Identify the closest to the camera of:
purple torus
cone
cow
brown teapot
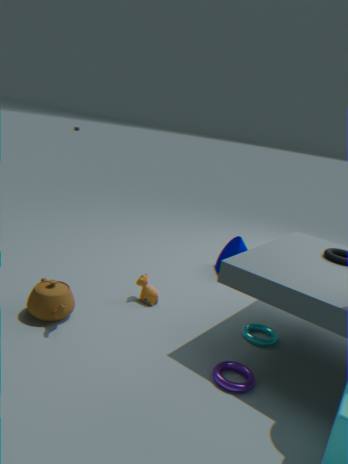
purple torus
